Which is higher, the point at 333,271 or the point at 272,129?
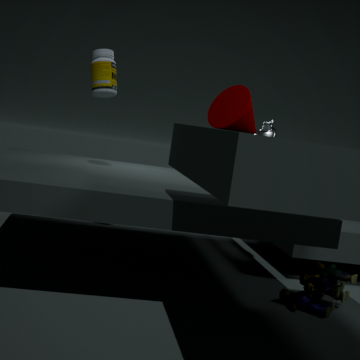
the point at 272,129
